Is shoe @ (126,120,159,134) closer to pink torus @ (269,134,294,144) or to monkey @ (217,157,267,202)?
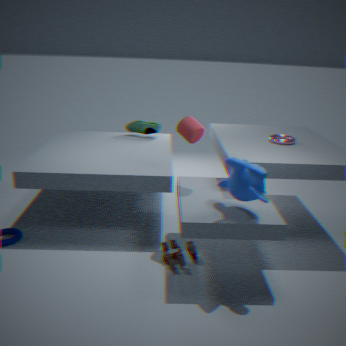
pink torus @ (269,134,294,144)
